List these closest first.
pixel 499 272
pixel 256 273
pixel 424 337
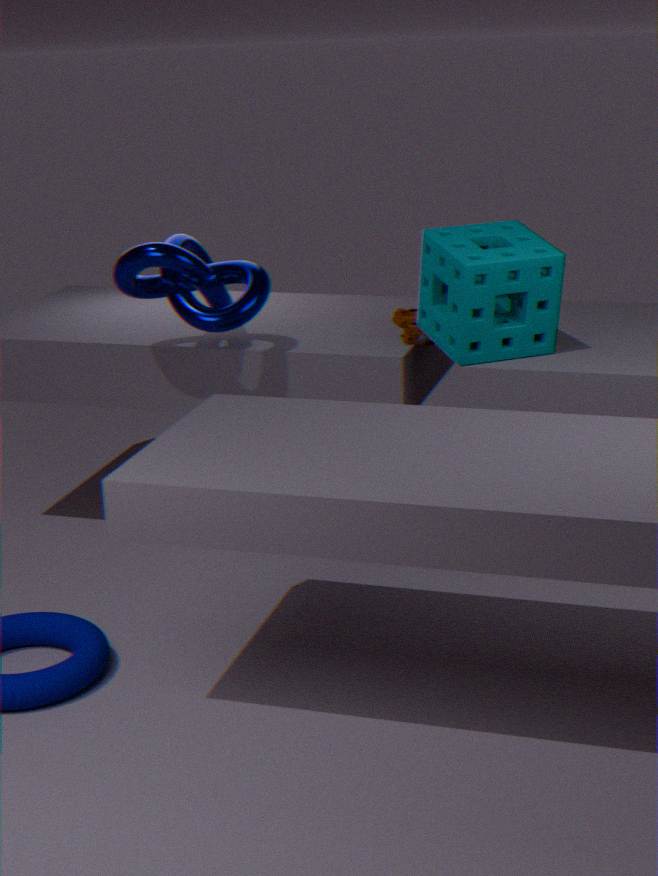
1. pixel 499 272
2. pixel 256 273
3. pixel 424 337
